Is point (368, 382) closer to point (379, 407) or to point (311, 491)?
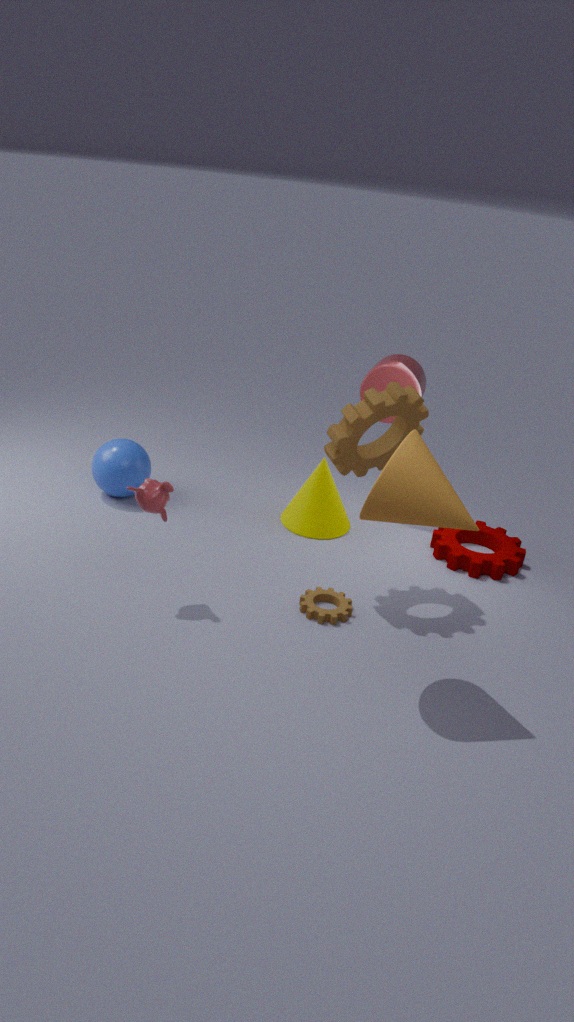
point (311, 491)
